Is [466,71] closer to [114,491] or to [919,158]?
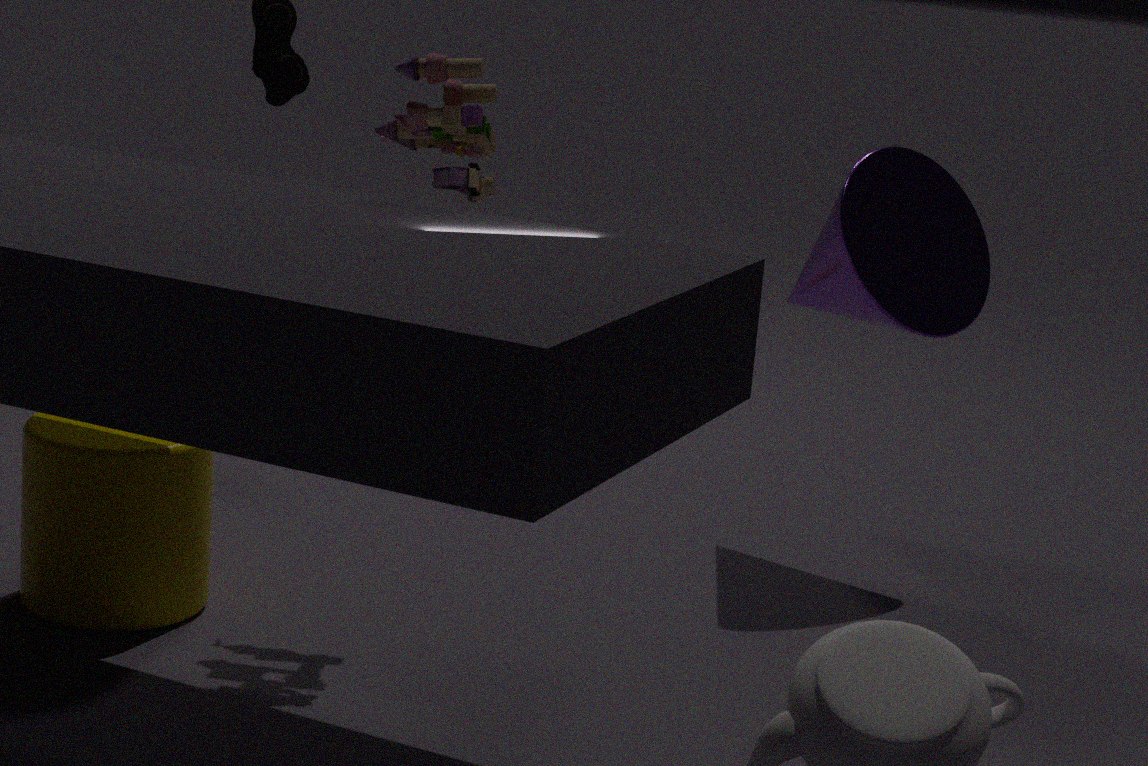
[114,491]
